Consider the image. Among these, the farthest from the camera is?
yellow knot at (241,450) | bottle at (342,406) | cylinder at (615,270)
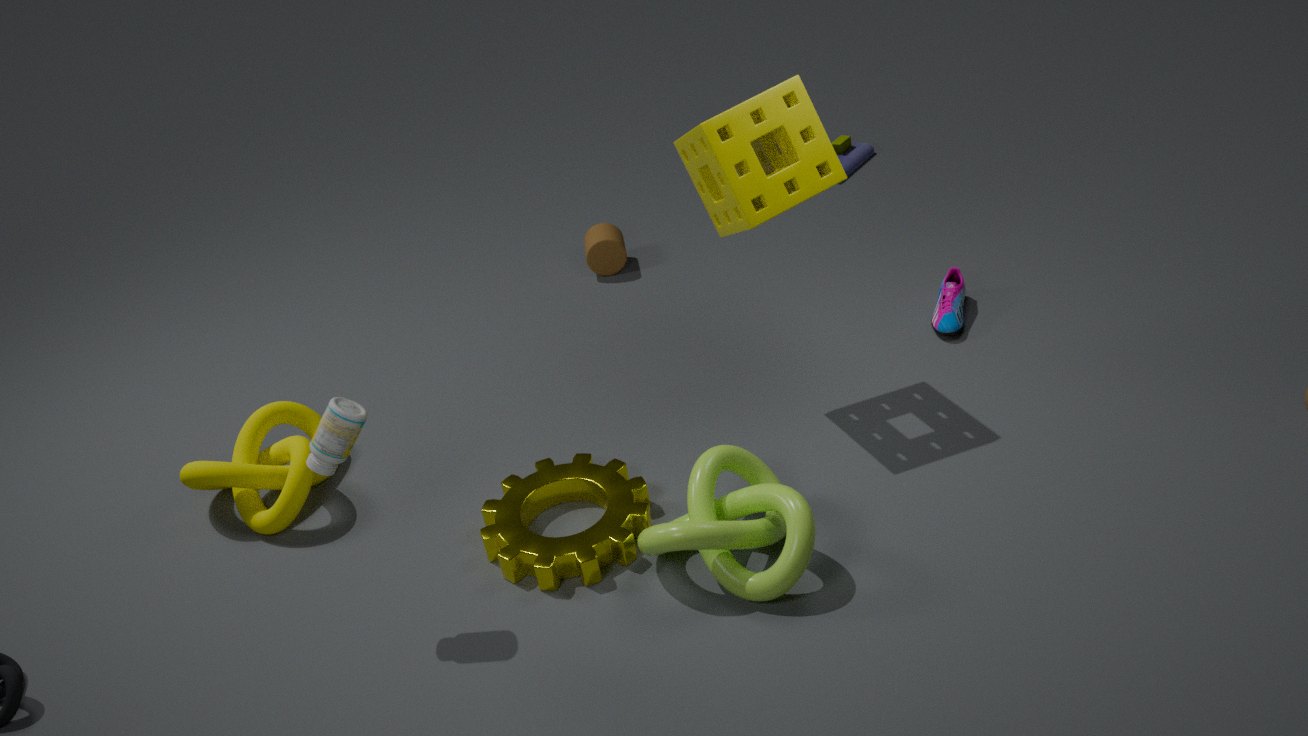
cylinder at (615,270)
